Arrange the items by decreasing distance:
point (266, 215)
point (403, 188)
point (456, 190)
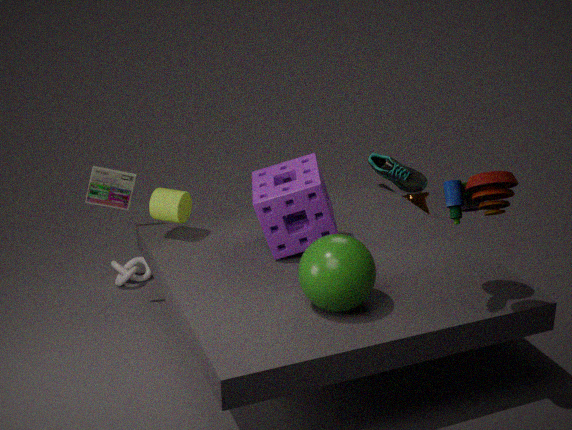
point (403, 188)
point (266, 215)
point (456, 190)
